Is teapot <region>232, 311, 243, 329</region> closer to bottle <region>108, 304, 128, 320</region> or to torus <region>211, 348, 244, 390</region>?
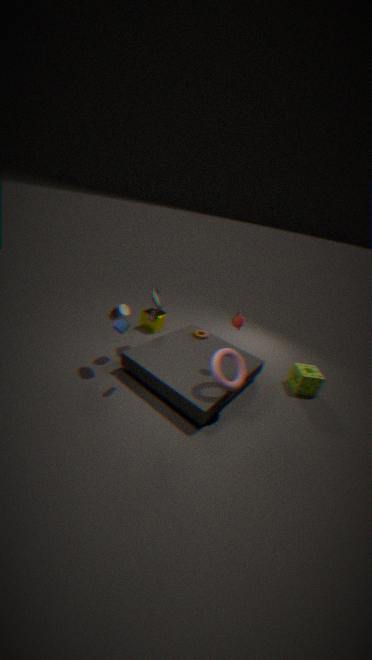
torus <region>211, 348, 244, 390</region>
